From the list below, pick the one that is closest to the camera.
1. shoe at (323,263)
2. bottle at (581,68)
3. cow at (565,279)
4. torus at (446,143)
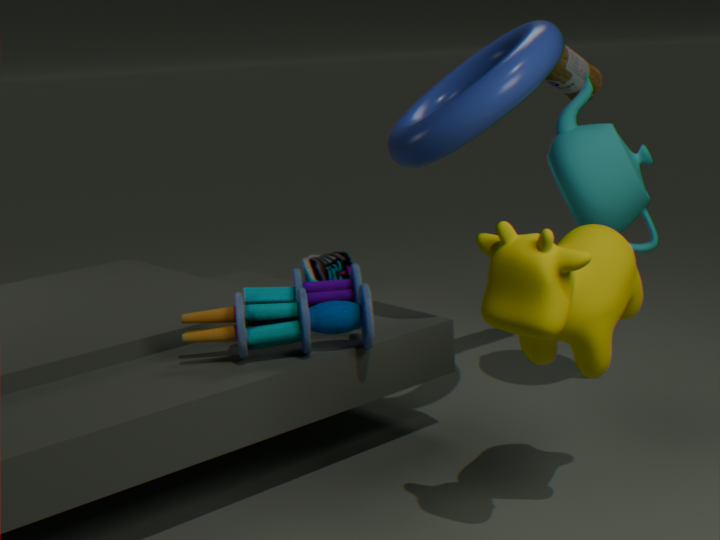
cow at (565,279)
